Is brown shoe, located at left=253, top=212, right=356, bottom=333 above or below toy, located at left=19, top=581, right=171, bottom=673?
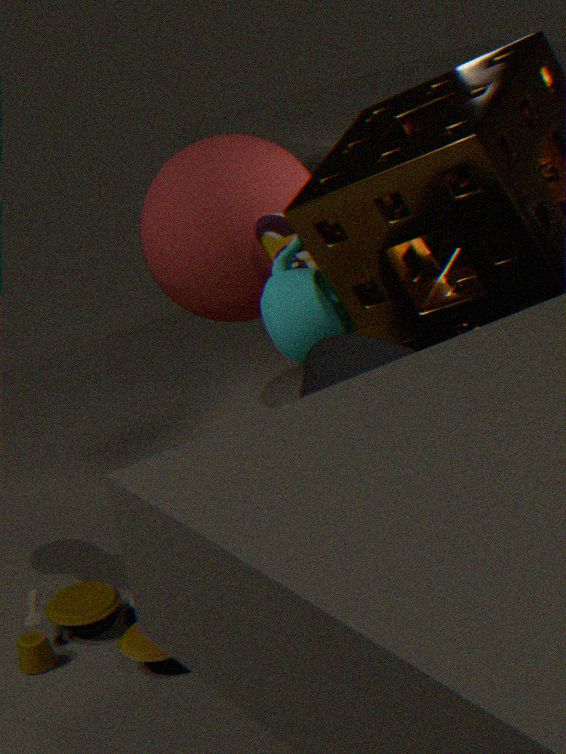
above
